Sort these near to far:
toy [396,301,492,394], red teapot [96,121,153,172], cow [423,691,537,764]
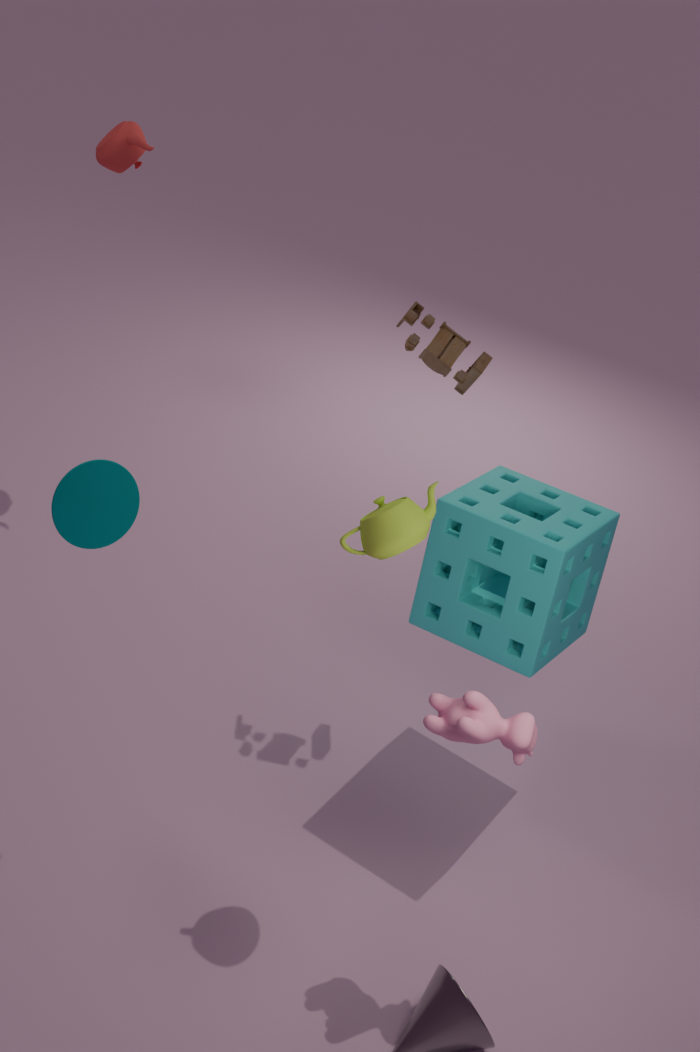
cow [423,691,537,764] < toy [396,301,492,394] < red teapot [96,121,153,172]
